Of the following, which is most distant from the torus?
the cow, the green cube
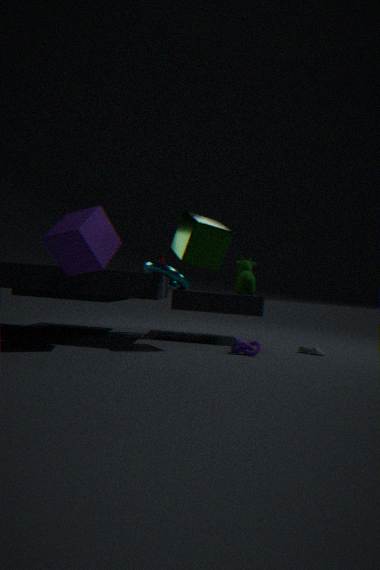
the cow
